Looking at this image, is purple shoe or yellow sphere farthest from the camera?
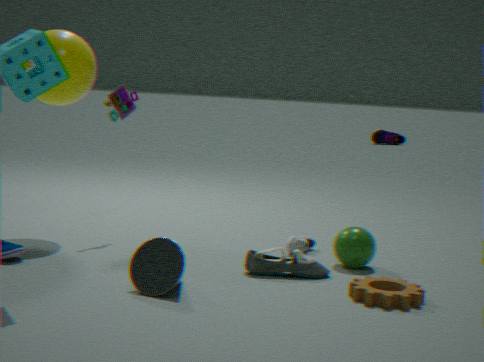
purple shoe
